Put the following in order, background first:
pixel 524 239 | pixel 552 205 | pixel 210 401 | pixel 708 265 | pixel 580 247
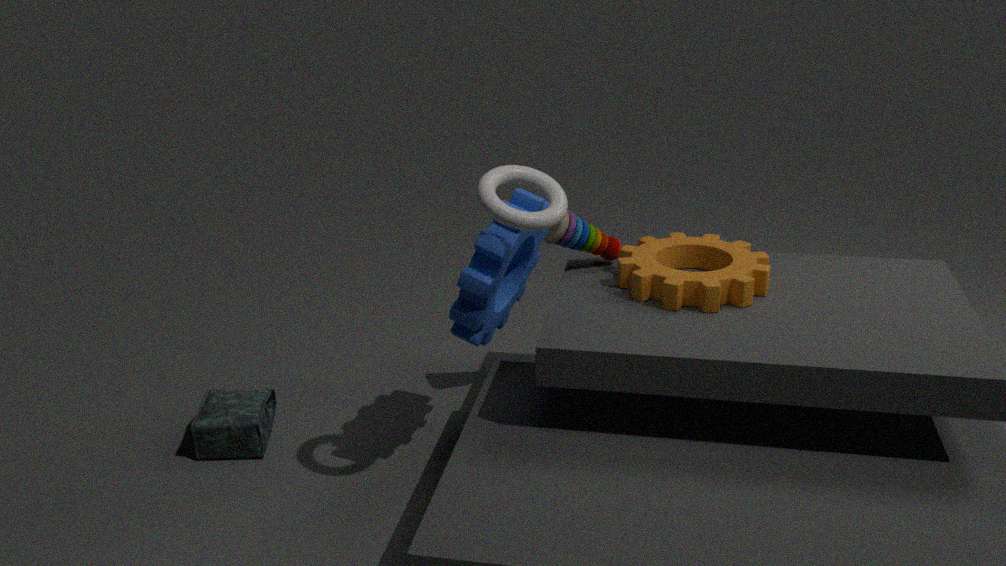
pixel 210 401 → pixel 708 265 → pixel 580 247 → pixel 524 239 → pixel 552 205
